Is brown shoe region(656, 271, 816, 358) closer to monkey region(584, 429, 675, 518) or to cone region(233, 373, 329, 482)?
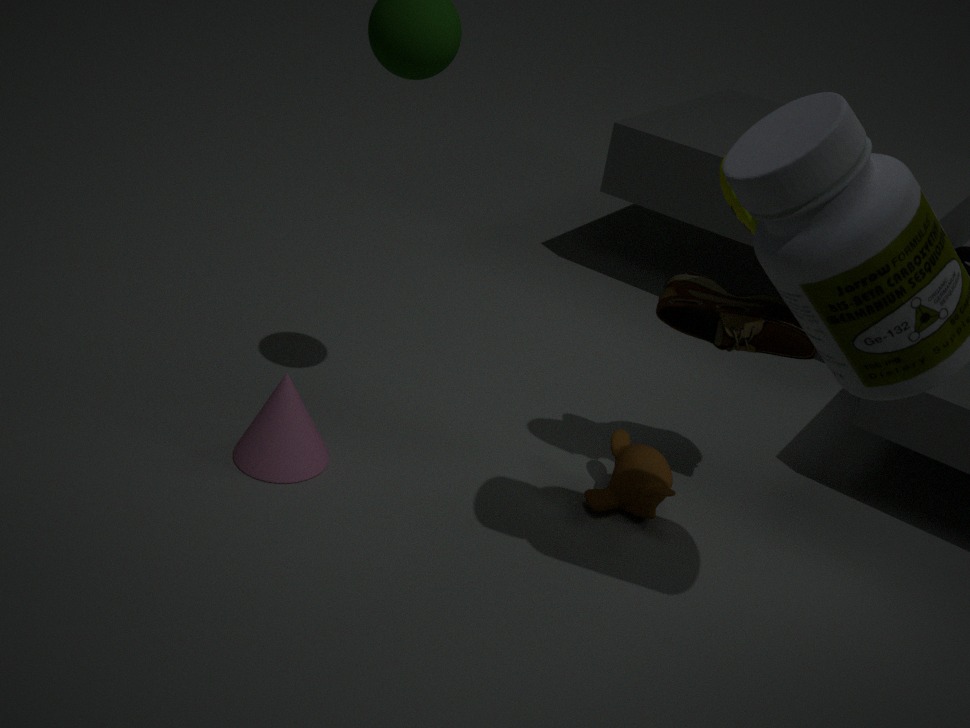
monkey region(584, 429, 675, 518)
